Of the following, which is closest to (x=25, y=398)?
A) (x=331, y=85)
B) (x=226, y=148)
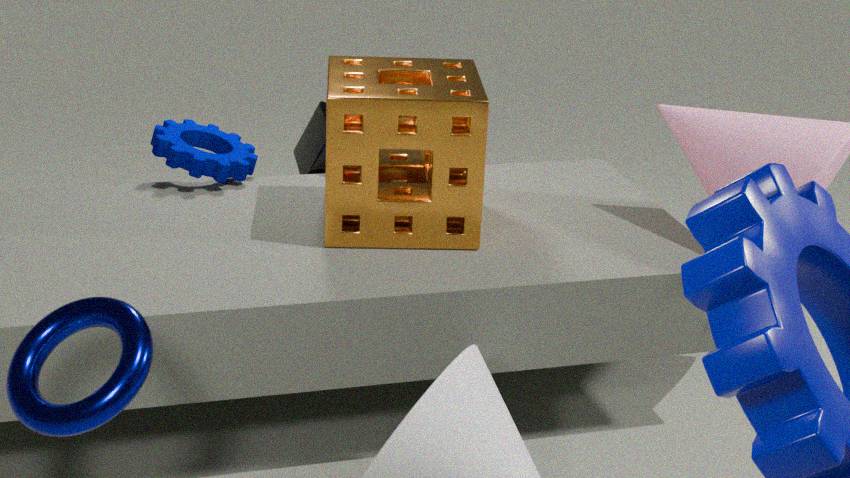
(x=331, y=85)
